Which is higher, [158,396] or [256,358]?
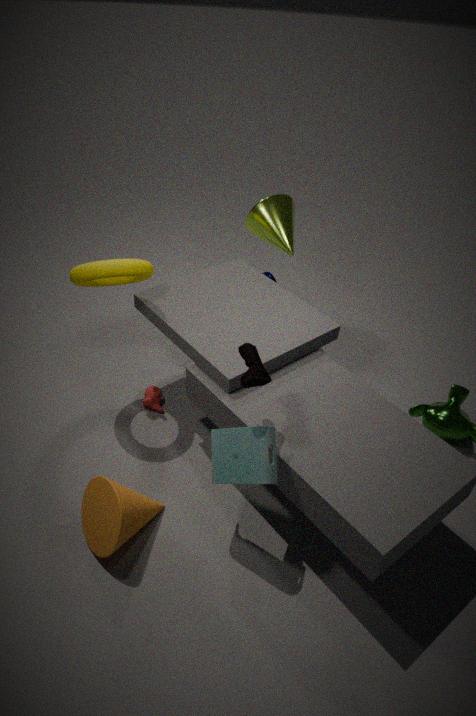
[256,358]
